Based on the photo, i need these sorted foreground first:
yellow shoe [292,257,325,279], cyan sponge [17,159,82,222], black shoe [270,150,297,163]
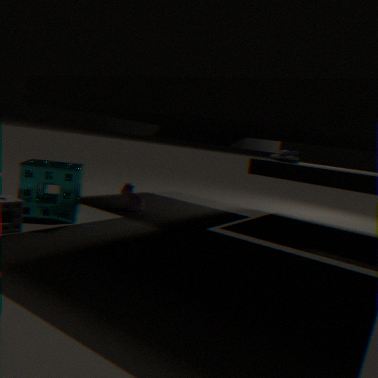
yellow shoe [292,257,325,279] < cyan sponge [17,159,82,222] < black shoe [270,150,297,163]
